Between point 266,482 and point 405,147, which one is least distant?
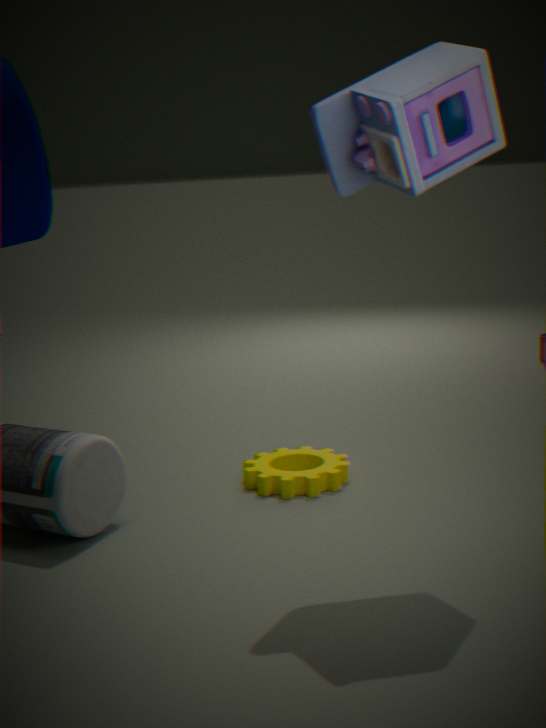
point 405,147
